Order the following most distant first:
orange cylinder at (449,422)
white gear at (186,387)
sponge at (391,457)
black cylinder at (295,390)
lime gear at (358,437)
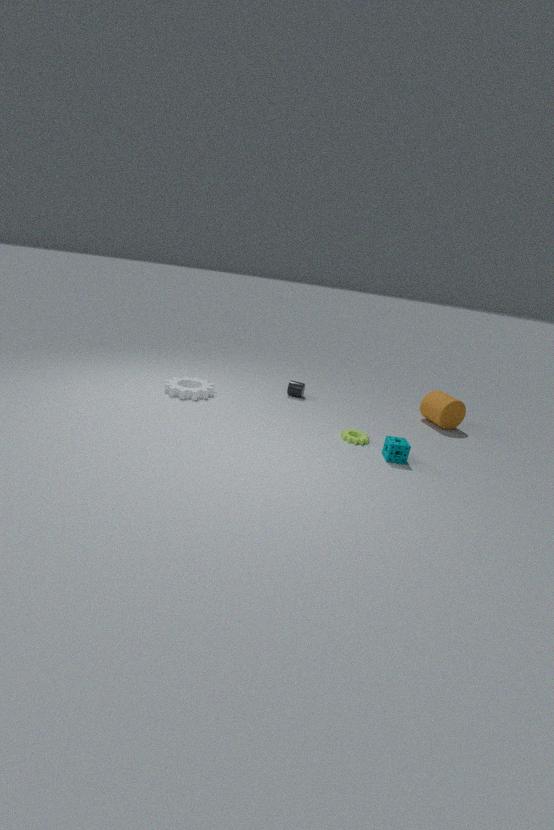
black cylinder at (295,390) < orange cylinder at (449,422) < white gear at (186,387) < lime gear at (358,437) < sponge at (391,457)
